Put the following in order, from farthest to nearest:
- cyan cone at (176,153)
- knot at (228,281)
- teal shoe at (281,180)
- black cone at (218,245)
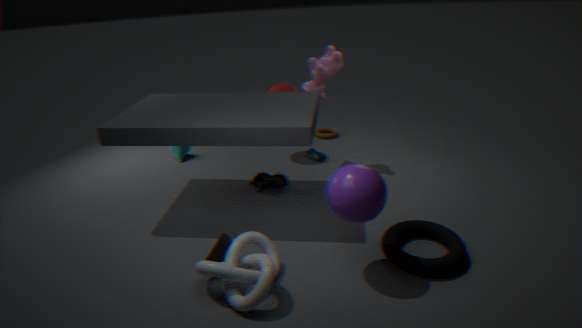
cyan cone at (176,153) < teal shoe at (281,180) < black cone at (218,245) < knot at (228,281)
